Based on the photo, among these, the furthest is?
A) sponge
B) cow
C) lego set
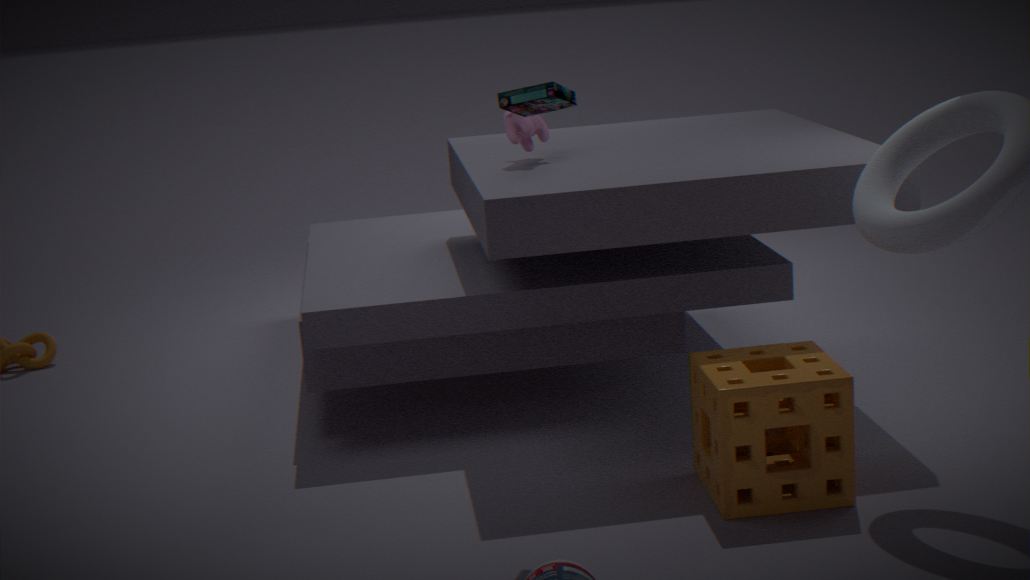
cow
